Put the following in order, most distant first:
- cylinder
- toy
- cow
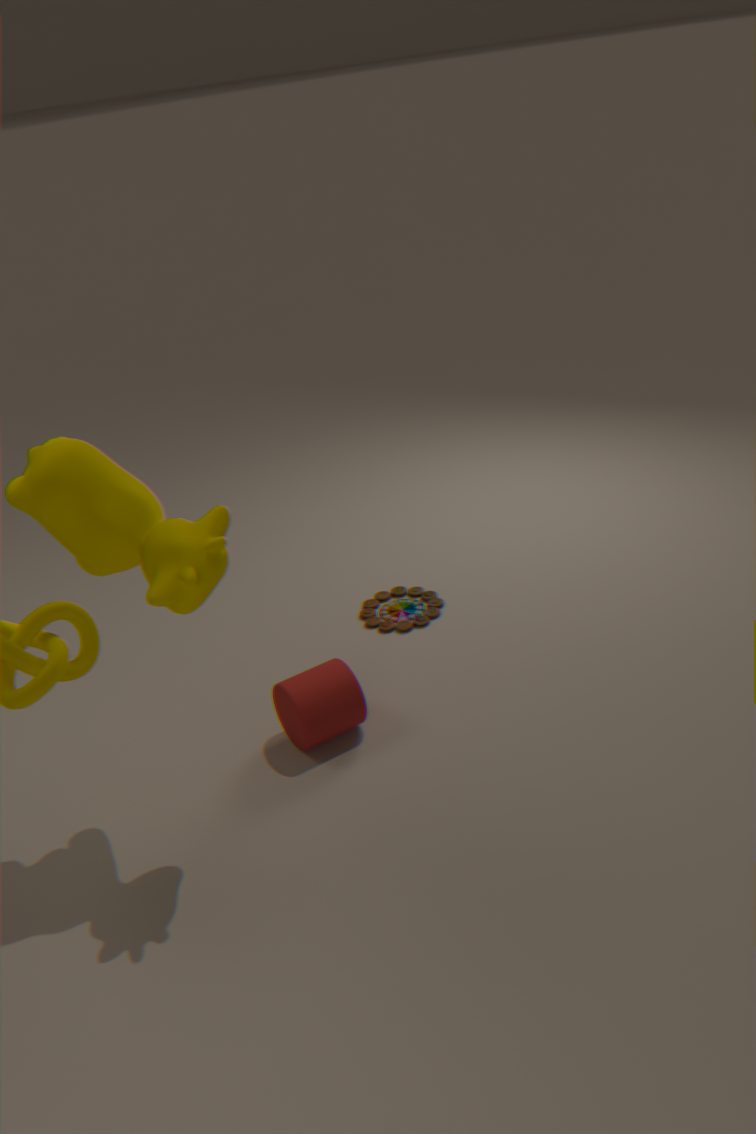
toy
cylinder
cow
